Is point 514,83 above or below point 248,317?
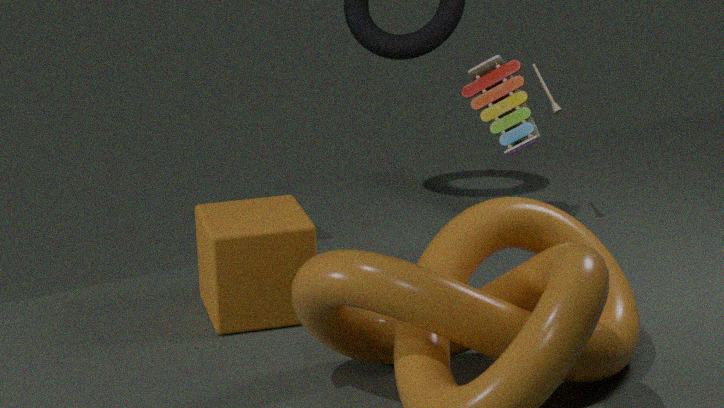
above
